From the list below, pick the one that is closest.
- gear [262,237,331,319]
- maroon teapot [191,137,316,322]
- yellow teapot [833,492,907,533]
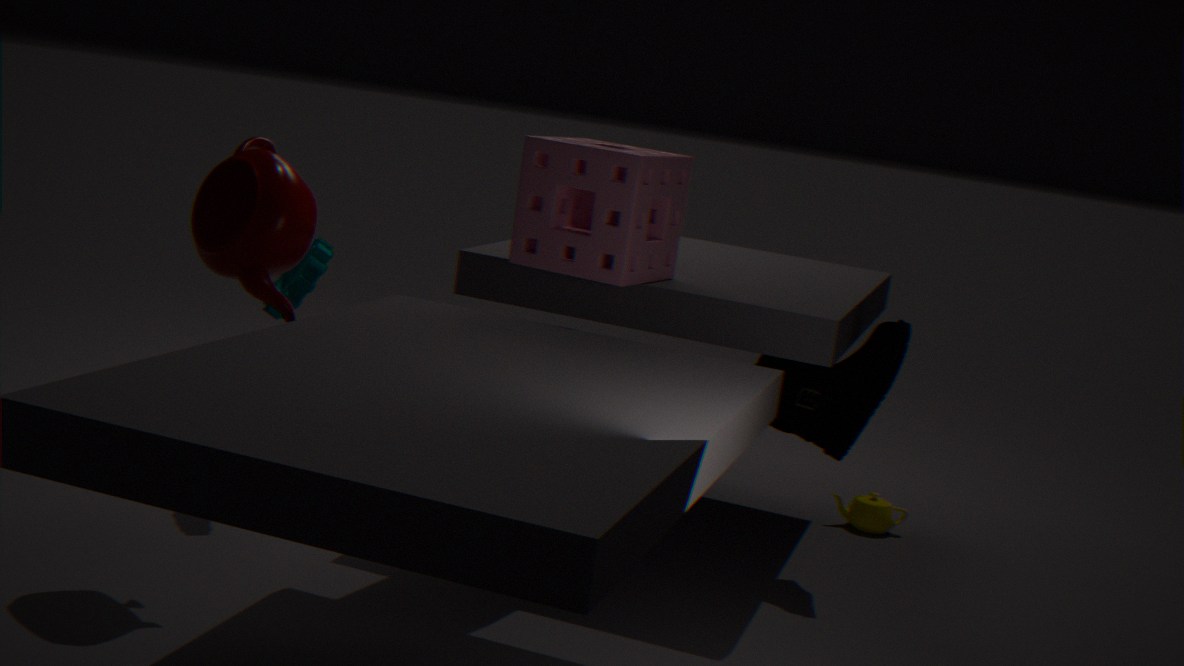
maroon teapot [191,137,316,322]
